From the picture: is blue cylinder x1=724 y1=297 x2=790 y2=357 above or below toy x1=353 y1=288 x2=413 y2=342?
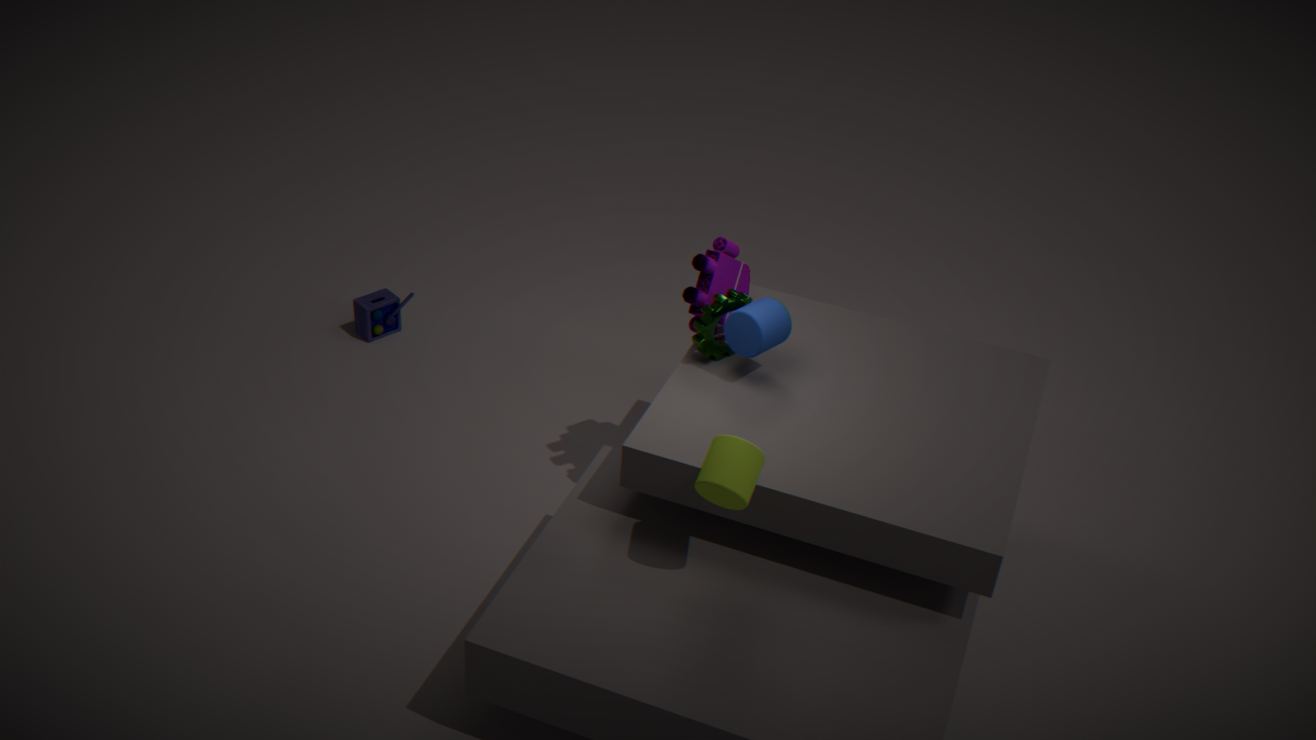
above
